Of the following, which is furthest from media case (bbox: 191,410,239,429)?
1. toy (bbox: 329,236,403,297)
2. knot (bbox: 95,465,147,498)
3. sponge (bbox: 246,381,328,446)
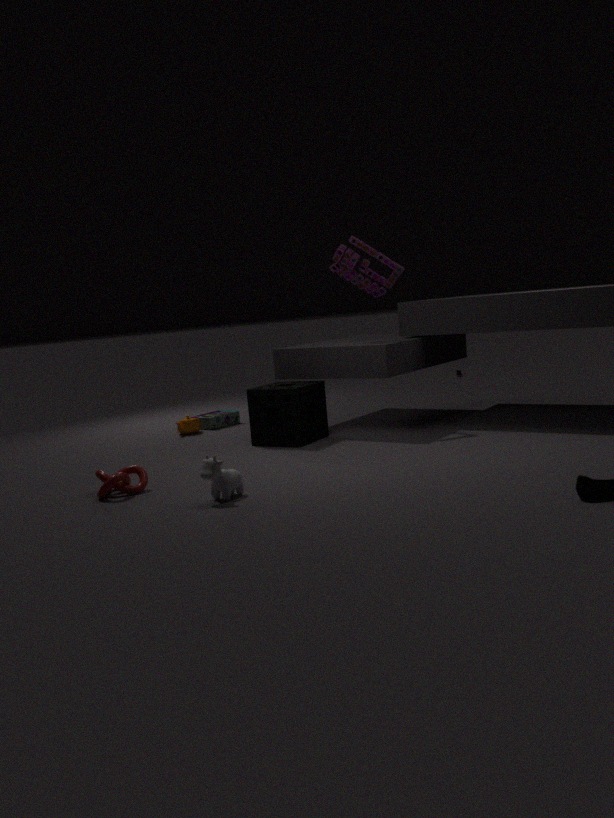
knot (bbox: 95,465,147,498)
